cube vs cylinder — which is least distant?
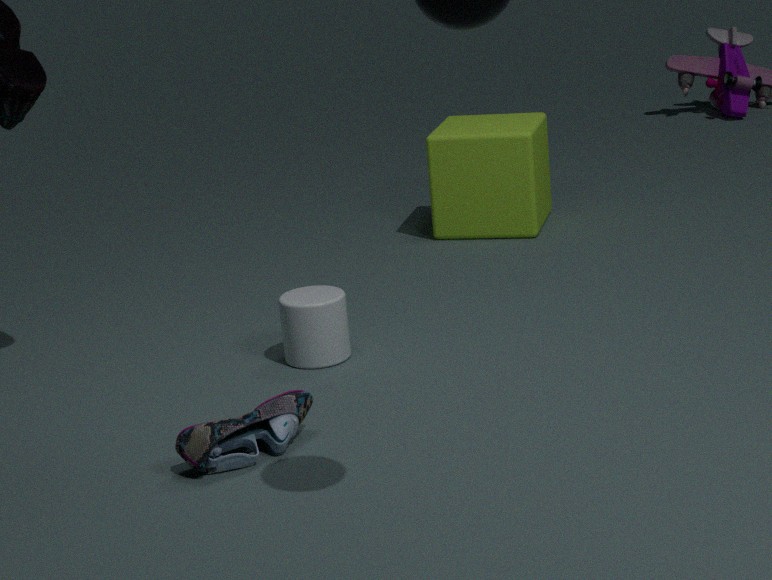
cylinder
